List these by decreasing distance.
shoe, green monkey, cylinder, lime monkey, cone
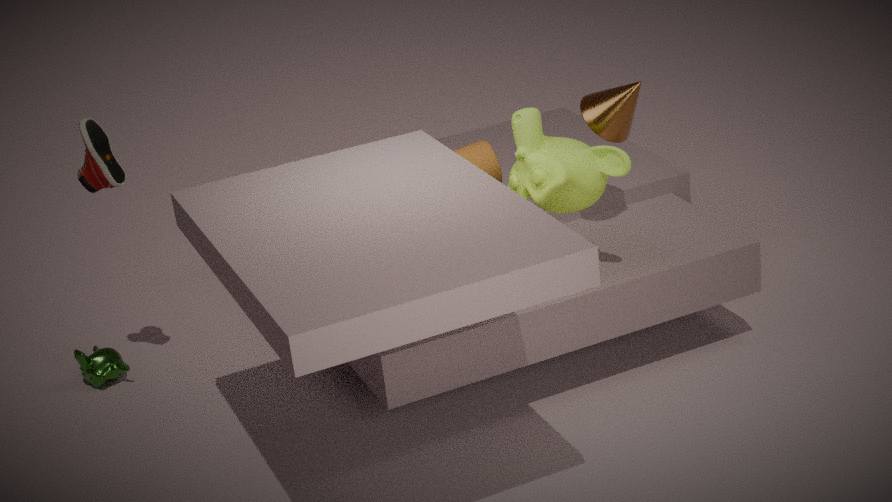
1. green monkey
2. cylinder
3. cone
4. shoe
5. lime monkey
